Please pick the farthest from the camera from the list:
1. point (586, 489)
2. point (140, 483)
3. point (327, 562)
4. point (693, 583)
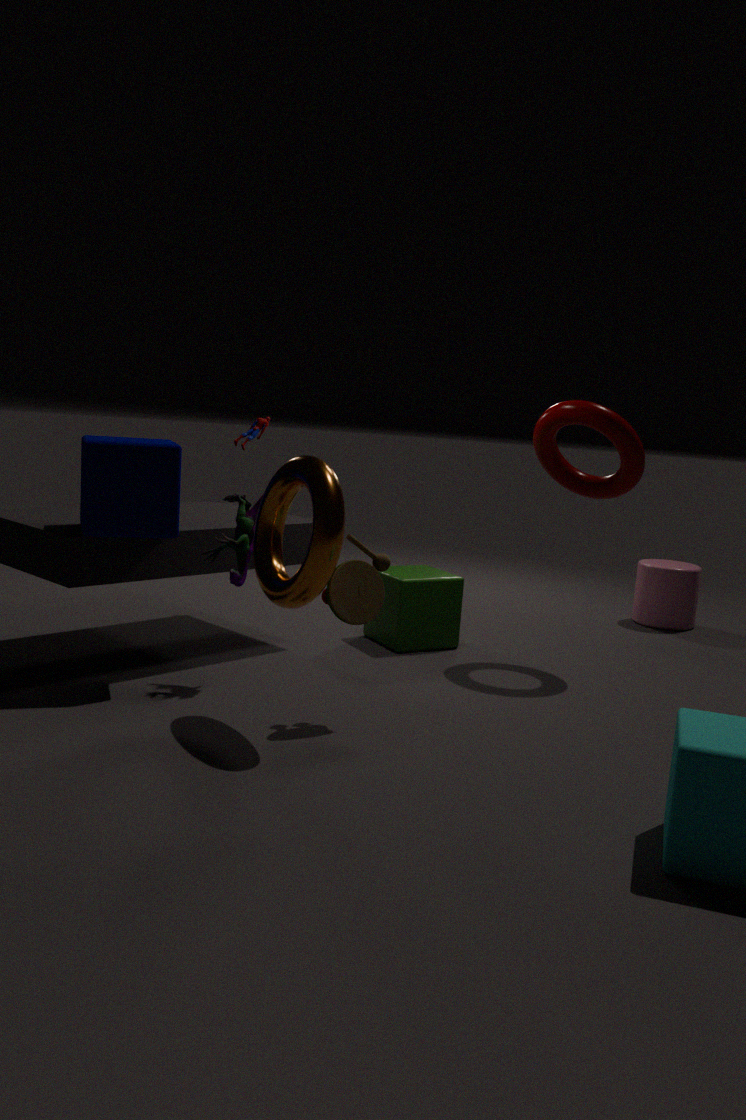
point (693, 583)
